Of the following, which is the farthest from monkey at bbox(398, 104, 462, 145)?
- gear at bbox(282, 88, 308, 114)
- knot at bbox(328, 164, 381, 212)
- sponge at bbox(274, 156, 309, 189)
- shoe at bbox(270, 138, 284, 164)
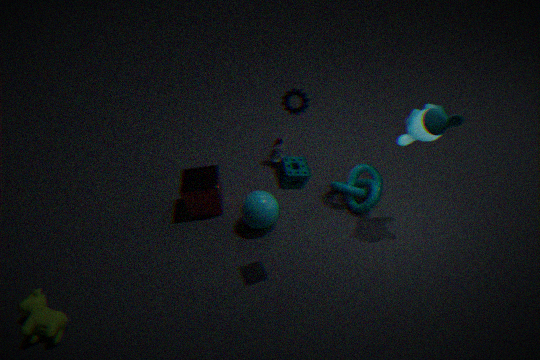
shoe at bbox(270, 138, 284, 164)
